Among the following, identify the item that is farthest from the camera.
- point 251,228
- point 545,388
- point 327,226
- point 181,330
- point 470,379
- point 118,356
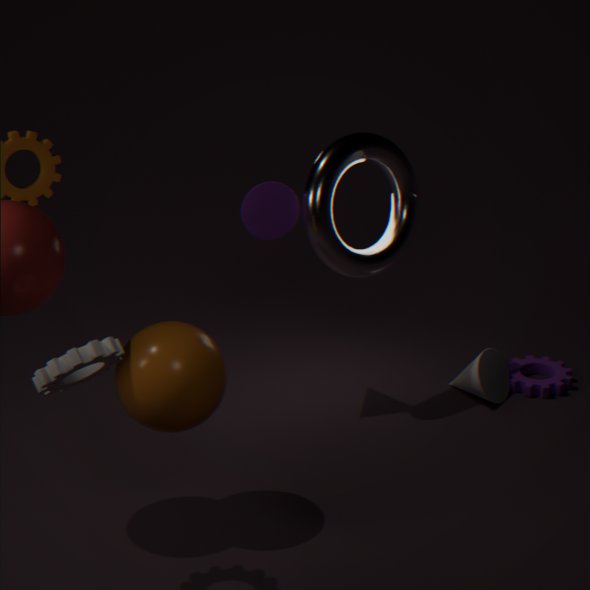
point 545,388
